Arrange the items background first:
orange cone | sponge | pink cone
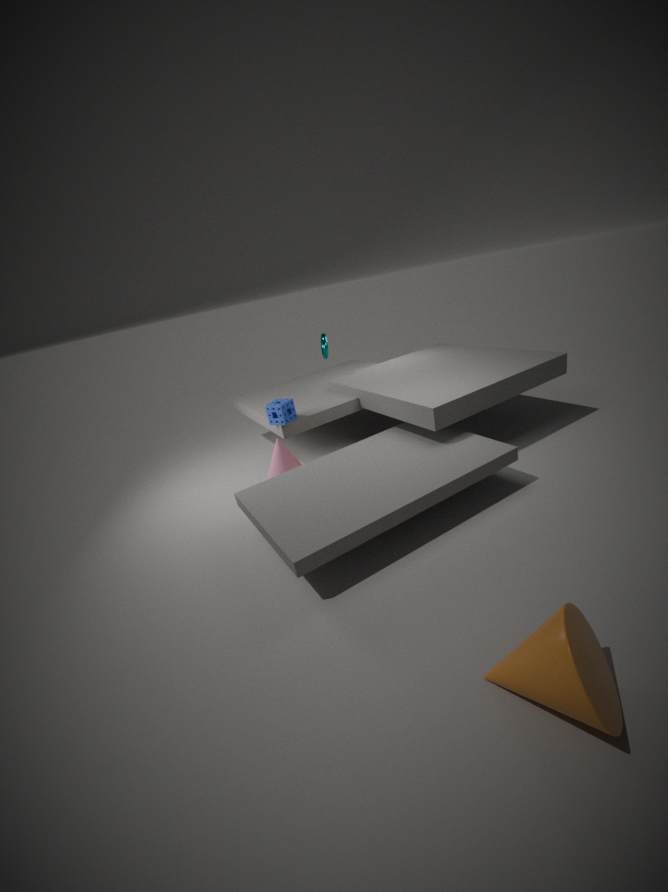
sponge < pink cone < orange cone
